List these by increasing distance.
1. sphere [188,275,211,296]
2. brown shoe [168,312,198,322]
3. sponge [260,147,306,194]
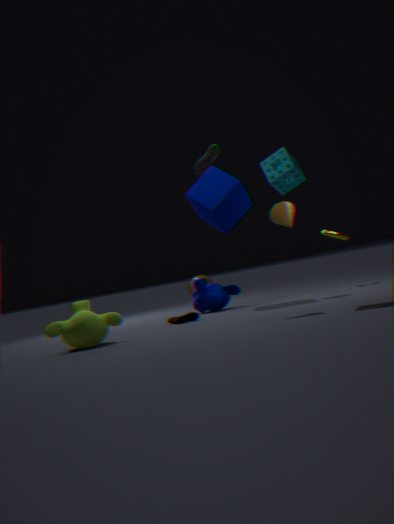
sponge [260,147,306,194] < brown shoe [168,312,198,322] < sphere [188,275,211,296]
